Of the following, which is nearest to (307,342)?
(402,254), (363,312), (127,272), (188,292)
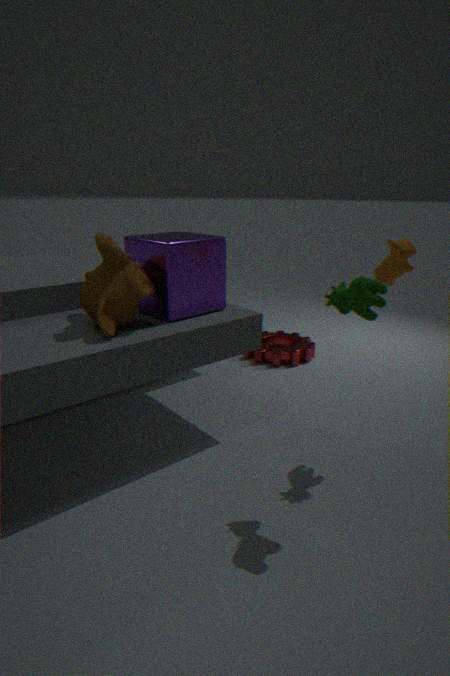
(188,292)
